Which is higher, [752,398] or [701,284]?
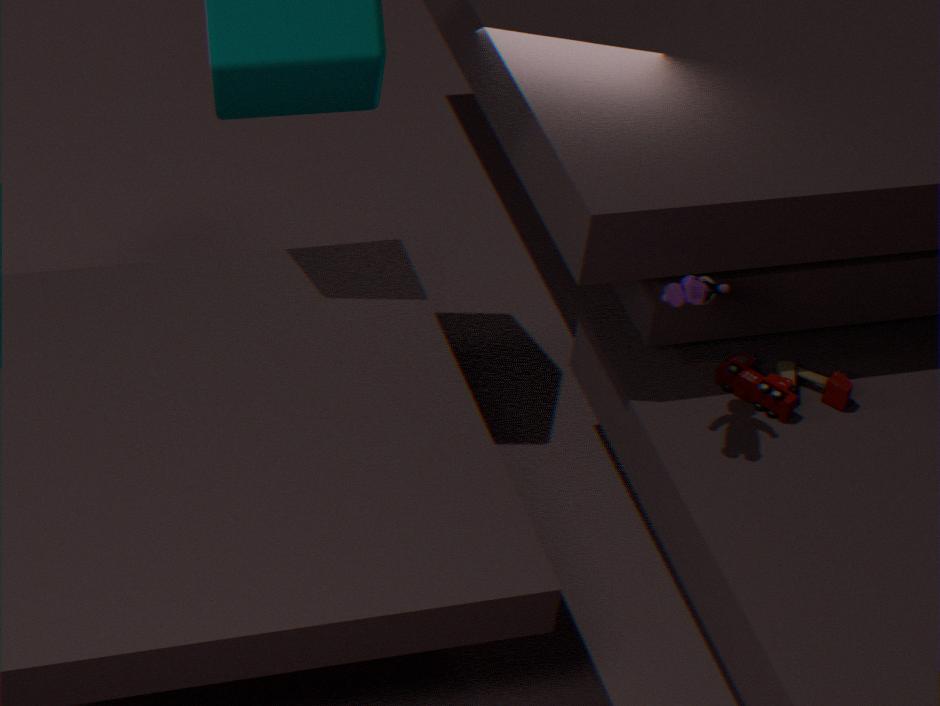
[701,284]
